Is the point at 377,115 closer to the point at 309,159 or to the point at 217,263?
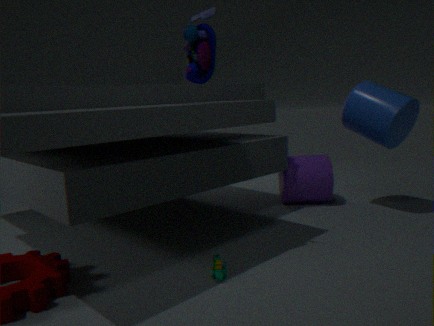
the point at 309,159
